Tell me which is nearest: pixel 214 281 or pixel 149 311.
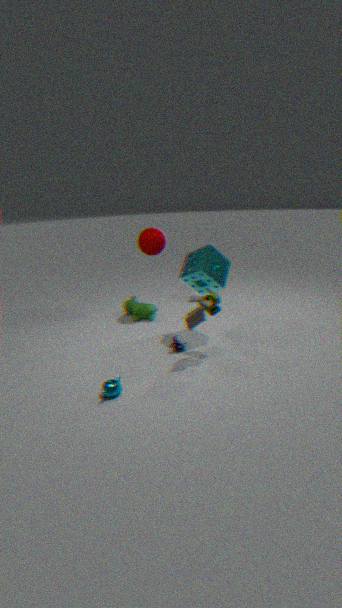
pixel 214 281
